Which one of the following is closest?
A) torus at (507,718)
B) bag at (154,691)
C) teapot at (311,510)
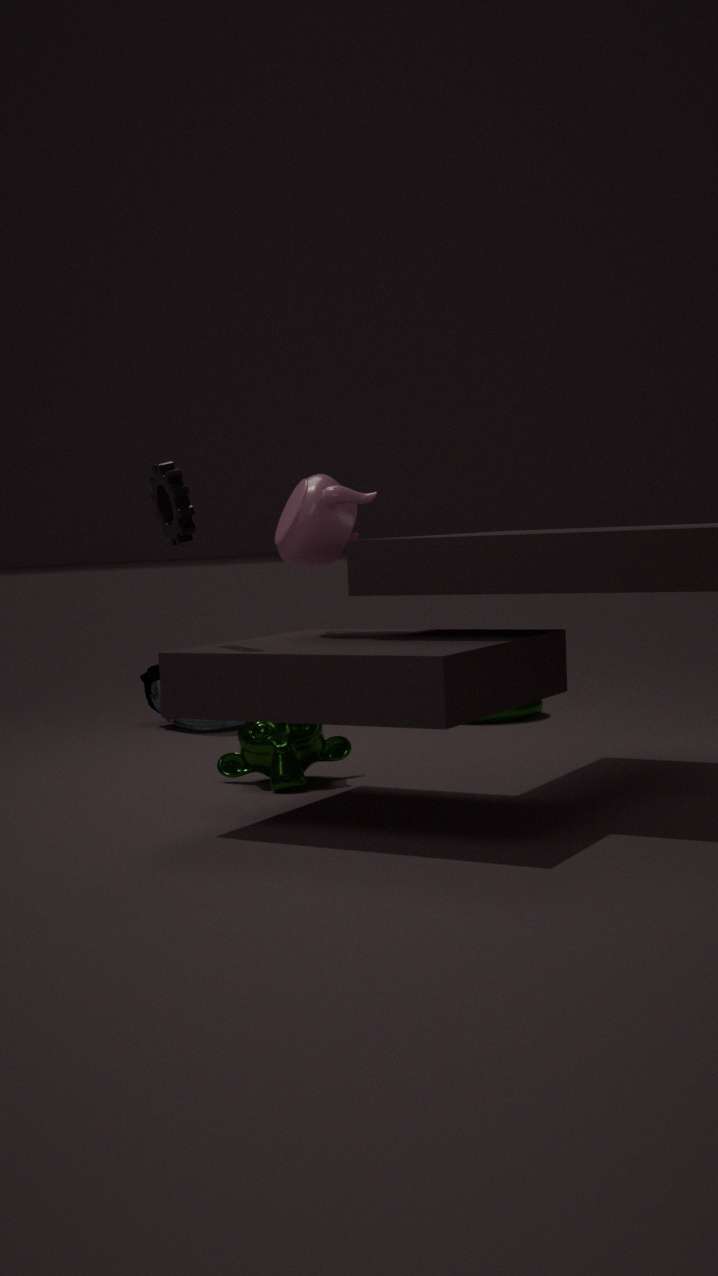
teapot at (311,510)
